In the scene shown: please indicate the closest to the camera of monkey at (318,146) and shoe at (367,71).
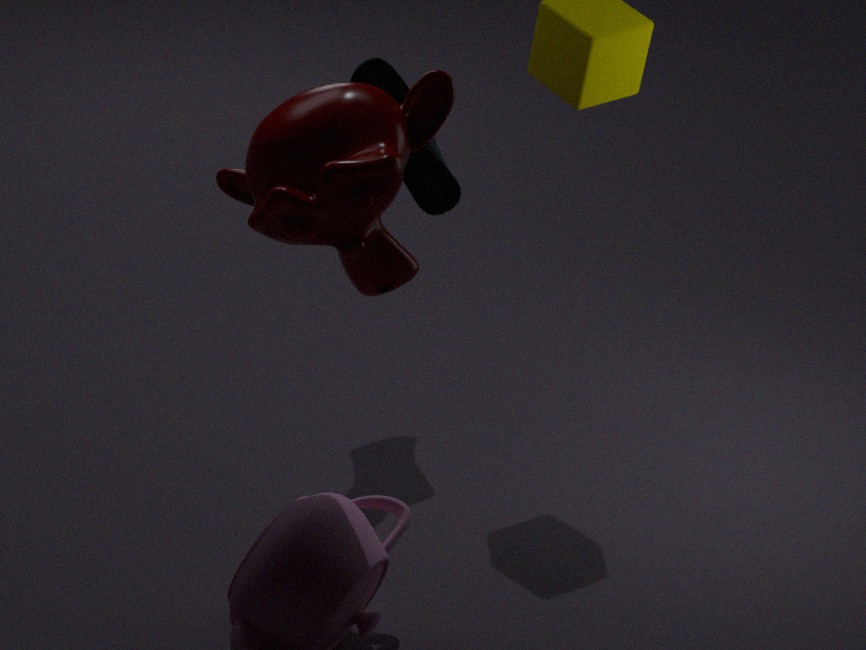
monkey at (318,146)
